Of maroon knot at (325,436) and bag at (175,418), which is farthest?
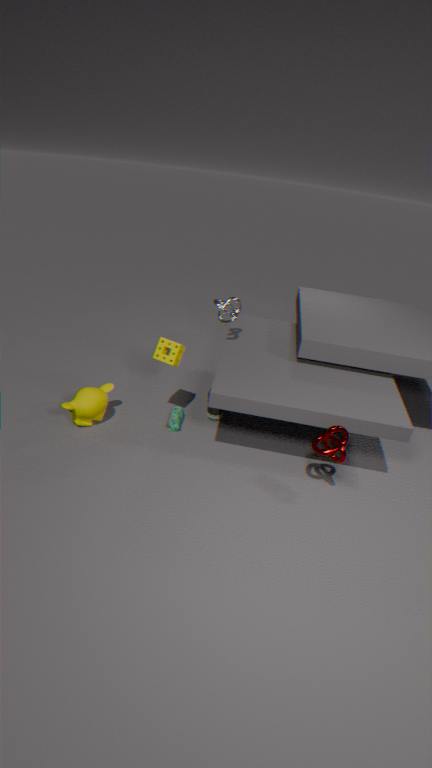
bag at (175,418)
